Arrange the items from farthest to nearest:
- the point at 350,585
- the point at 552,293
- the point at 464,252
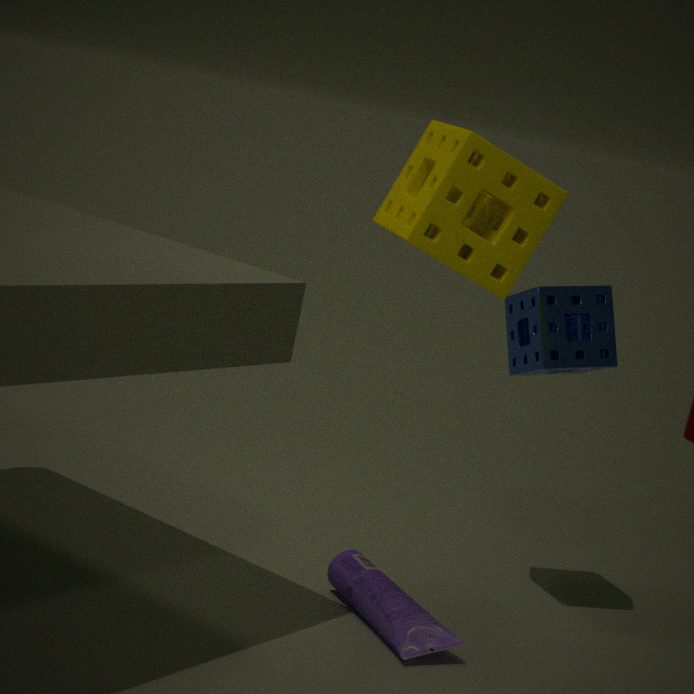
the point at 552,293 < the point at 350,585 < the point at 464,252
